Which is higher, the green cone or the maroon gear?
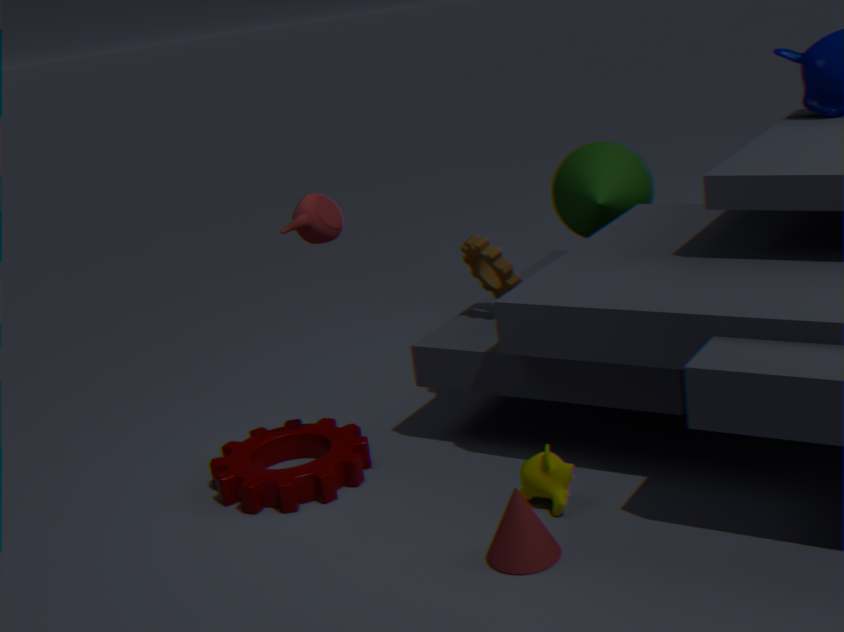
the green cone
